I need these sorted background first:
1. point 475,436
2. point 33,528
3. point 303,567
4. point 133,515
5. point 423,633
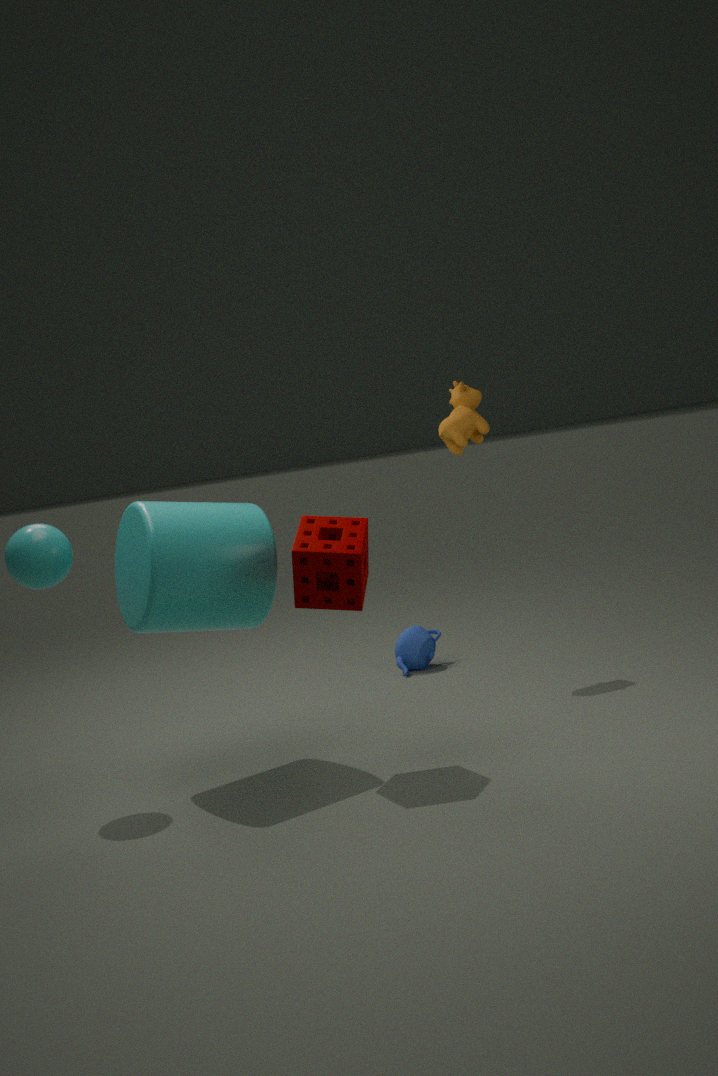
point 423,633
point 475,436
point 133,515
point 33,528
point 303,567
